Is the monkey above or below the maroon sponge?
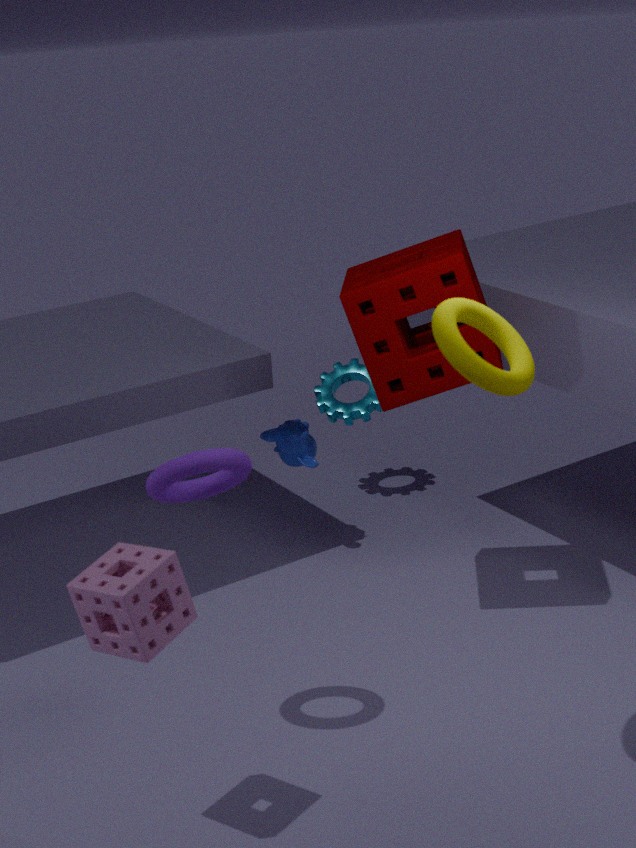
below
